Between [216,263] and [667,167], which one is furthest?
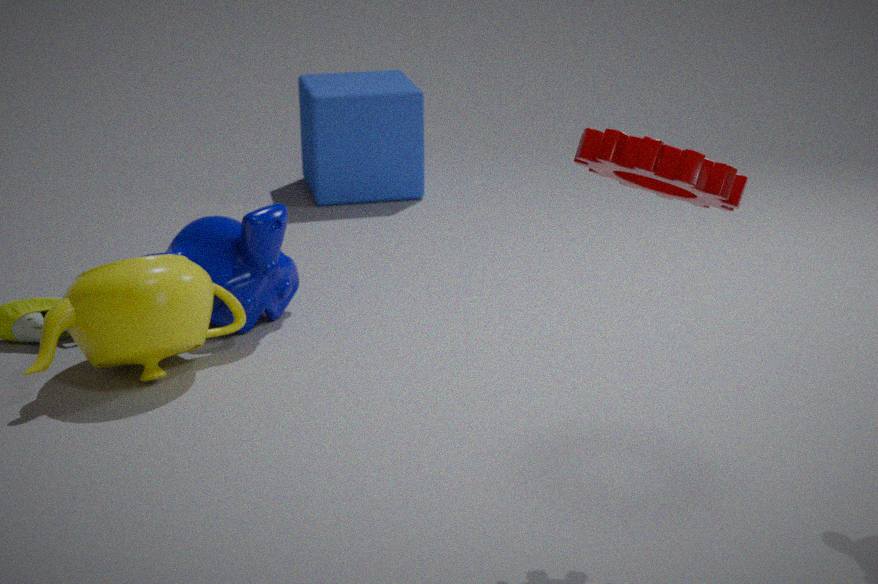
[216,263]
